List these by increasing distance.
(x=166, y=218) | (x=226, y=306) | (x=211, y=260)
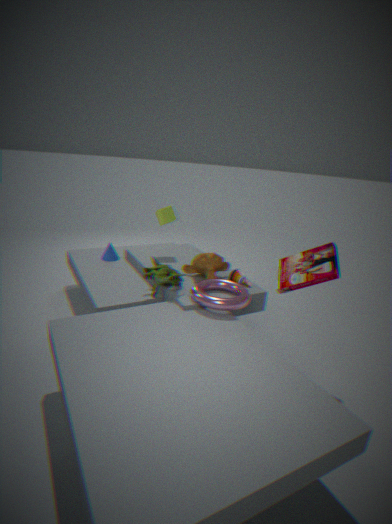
(x=226, y=306) < (x=211, y=260) < (x=166, y=218)
